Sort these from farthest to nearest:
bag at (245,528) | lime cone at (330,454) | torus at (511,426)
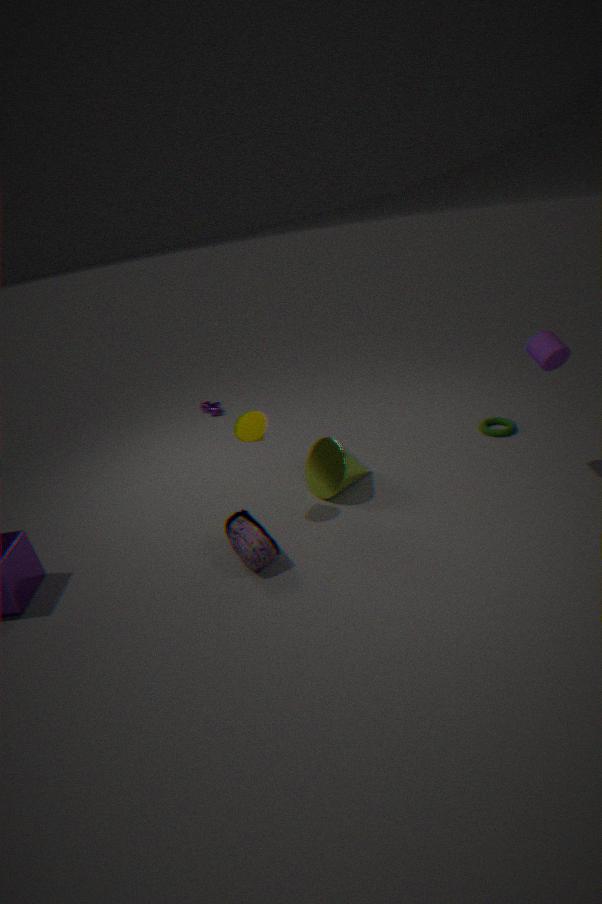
torus at (511,426), lime cone at (330,454), bag at (245,528)
